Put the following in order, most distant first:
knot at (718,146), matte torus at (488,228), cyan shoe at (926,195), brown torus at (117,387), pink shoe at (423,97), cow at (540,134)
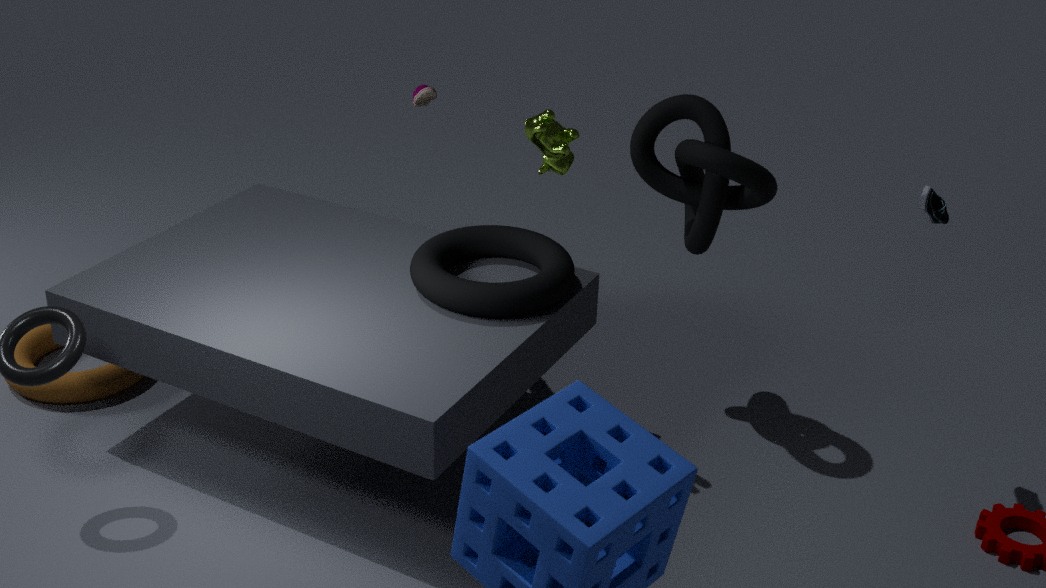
brown torus at (117,387)
pink shoe at (423,97)
knot at (718,146)
matte torus at (488,228)
cow at (540,134)
cyan shoe at (926,195)
